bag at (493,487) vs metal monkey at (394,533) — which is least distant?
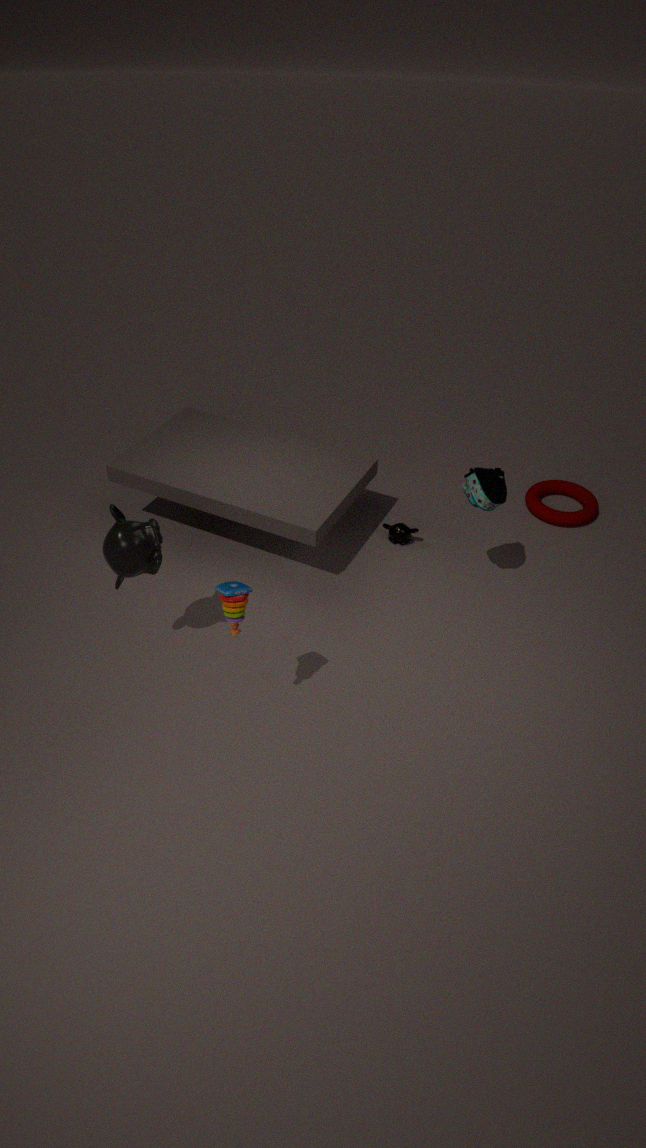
bag at (493,487)
